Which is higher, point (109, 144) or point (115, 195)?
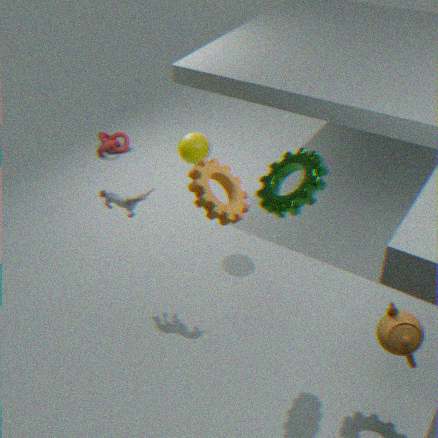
point (115, 195)
